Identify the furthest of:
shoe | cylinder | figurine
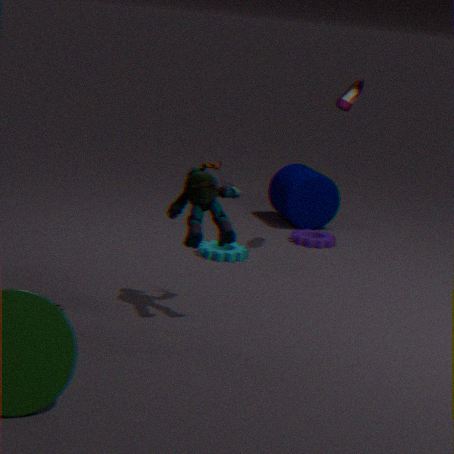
cylinder
